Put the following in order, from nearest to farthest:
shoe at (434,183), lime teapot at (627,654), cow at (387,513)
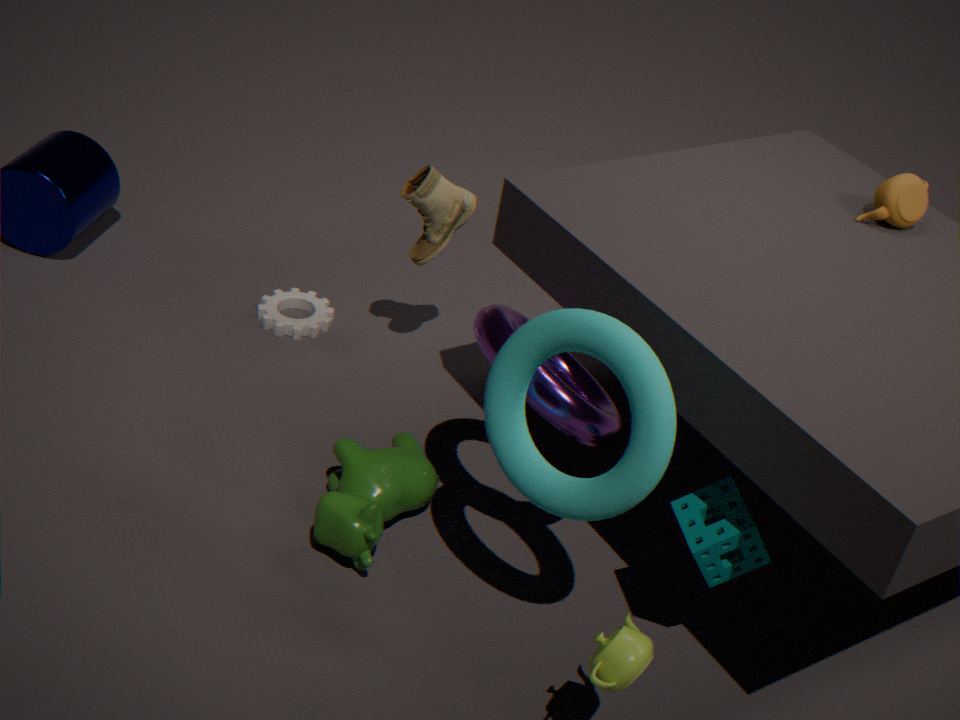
lime teapot at (627,654) → cow at (387,513) → shoe at (434,183)
